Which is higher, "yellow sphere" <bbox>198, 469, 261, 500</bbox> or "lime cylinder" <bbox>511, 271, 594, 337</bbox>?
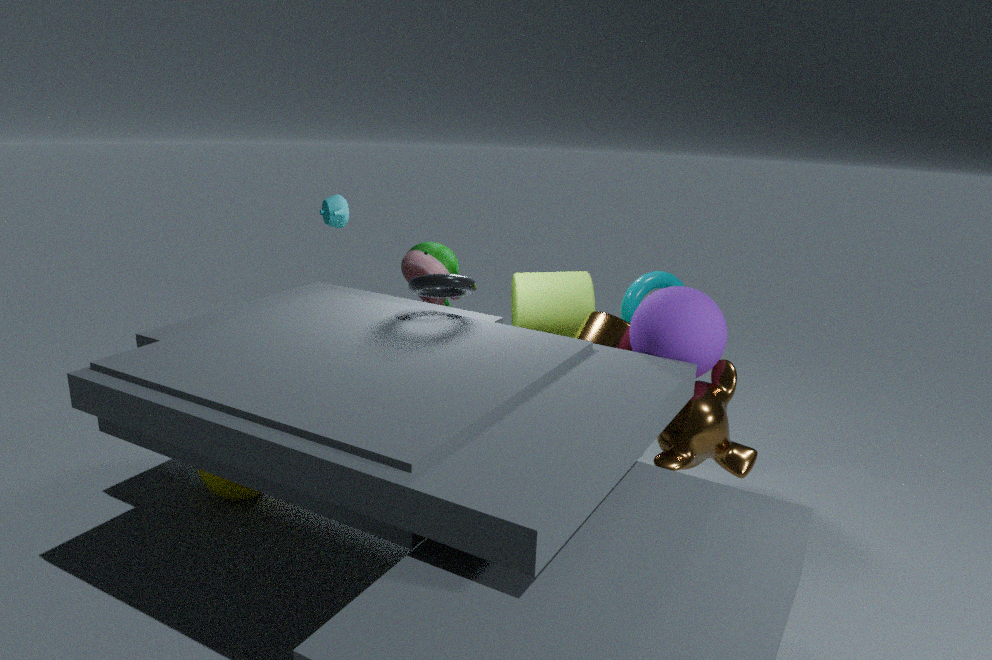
"lime cylinder" <bbox>511, 271, 594, 337</bbox>
